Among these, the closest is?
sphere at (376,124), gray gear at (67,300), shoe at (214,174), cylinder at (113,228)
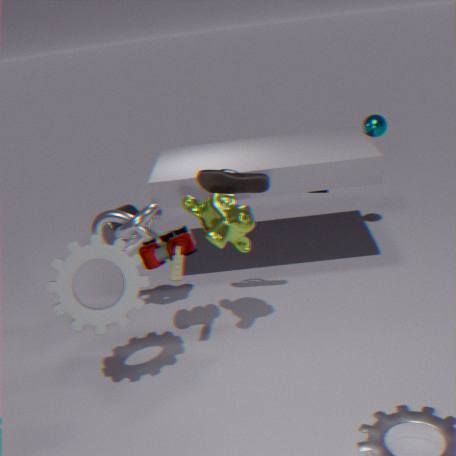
gray gear at (67,300)
